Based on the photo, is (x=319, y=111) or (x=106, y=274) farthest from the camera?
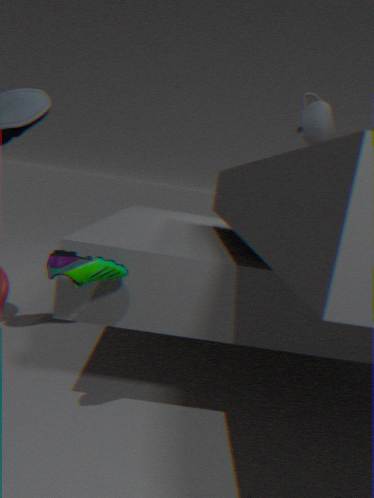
(x=319, y=111)
